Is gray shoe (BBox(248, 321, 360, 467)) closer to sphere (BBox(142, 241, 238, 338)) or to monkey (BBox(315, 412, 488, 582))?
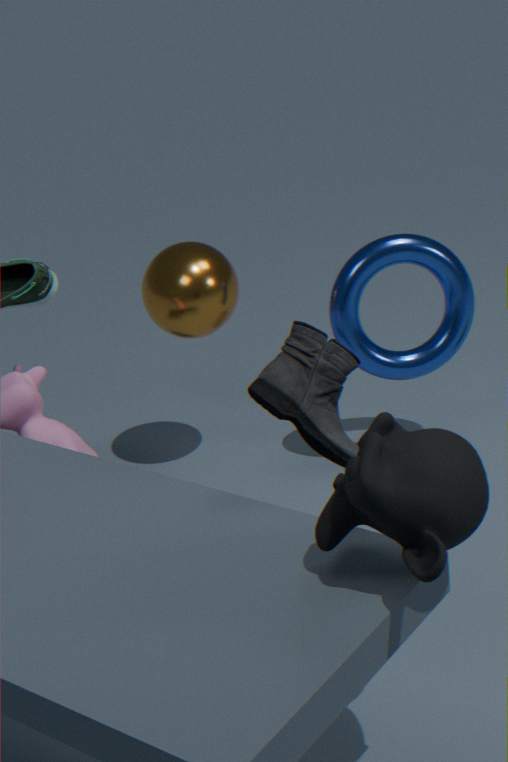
monkey (BBox(315, 412, 488, 582))
